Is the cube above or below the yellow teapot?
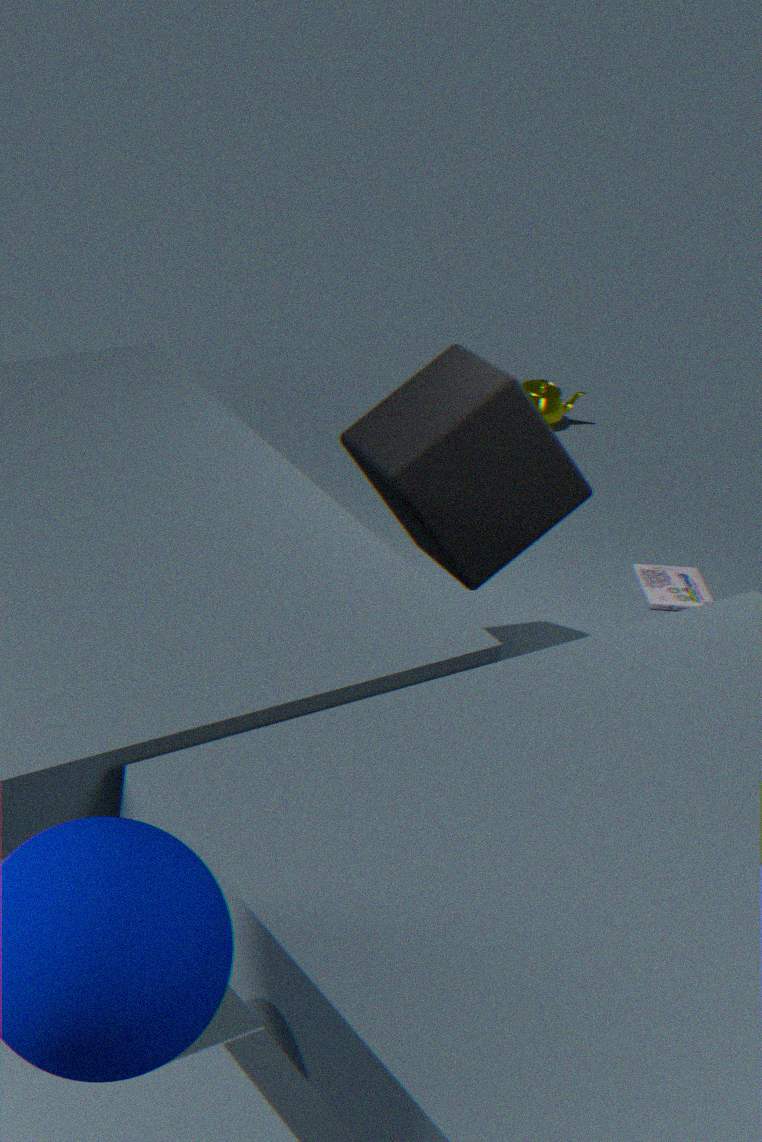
above
